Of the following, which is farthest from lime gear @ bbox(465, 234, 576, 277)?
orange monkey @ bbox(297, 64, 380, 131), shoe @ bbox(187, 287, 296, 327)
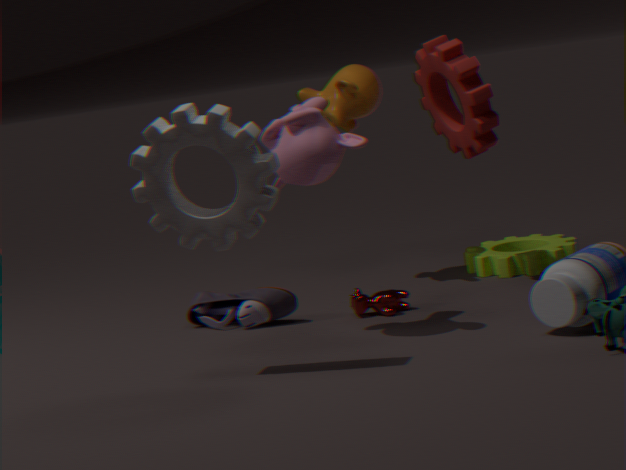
shoe @ bbox(187, 287, 296, 327)
